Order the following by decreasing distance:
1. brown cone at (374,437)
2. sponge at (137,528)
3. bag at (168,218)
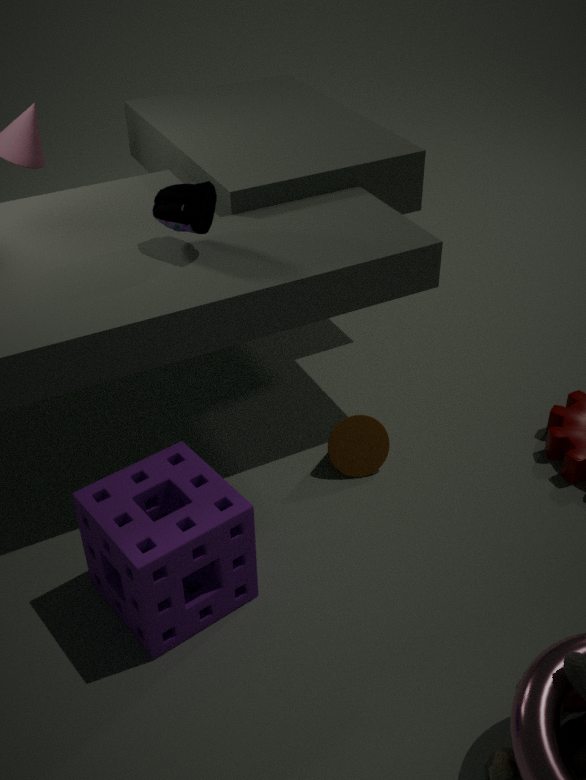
brown cone at (374,437)
bag at (168,218)
sponge at (137,528)
